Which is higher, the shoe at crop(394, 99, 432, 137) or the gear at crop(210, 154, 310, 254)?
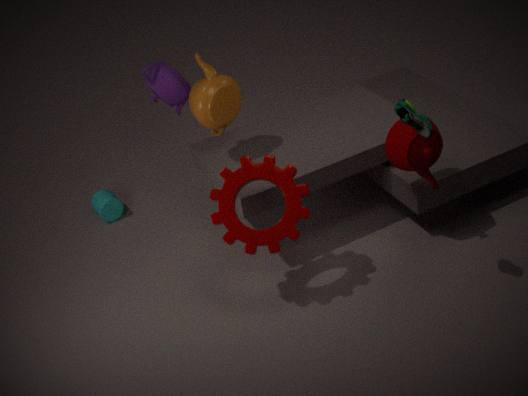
the shoe at crop(394, 99, 432, 137)
